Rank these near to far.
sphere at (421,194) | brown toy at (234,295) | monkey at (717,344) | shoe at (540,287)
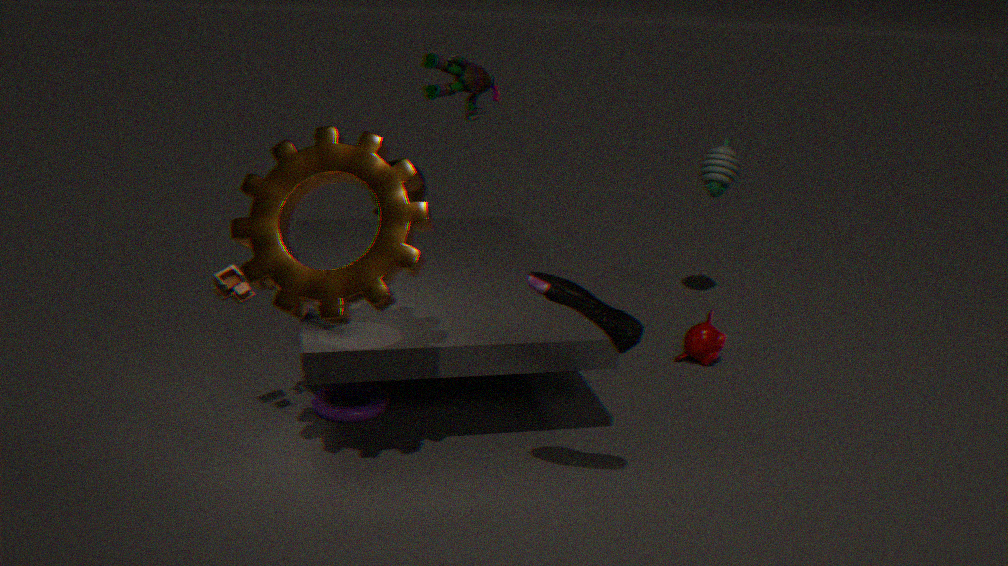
shoe at (540,287), brown toy at (234,295), monkey at (717,344), sphere at (421,194)
